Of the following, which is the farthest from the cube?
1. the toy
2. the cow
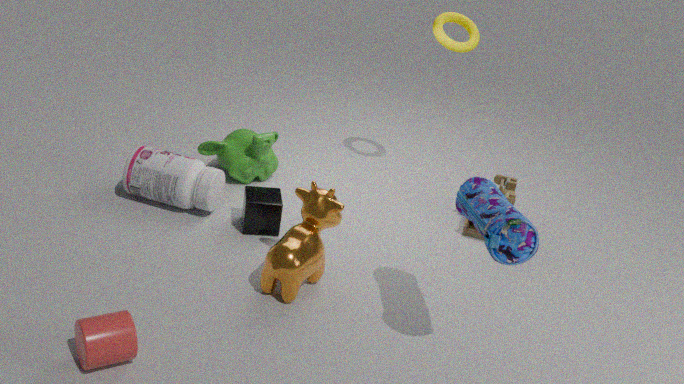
the toy
